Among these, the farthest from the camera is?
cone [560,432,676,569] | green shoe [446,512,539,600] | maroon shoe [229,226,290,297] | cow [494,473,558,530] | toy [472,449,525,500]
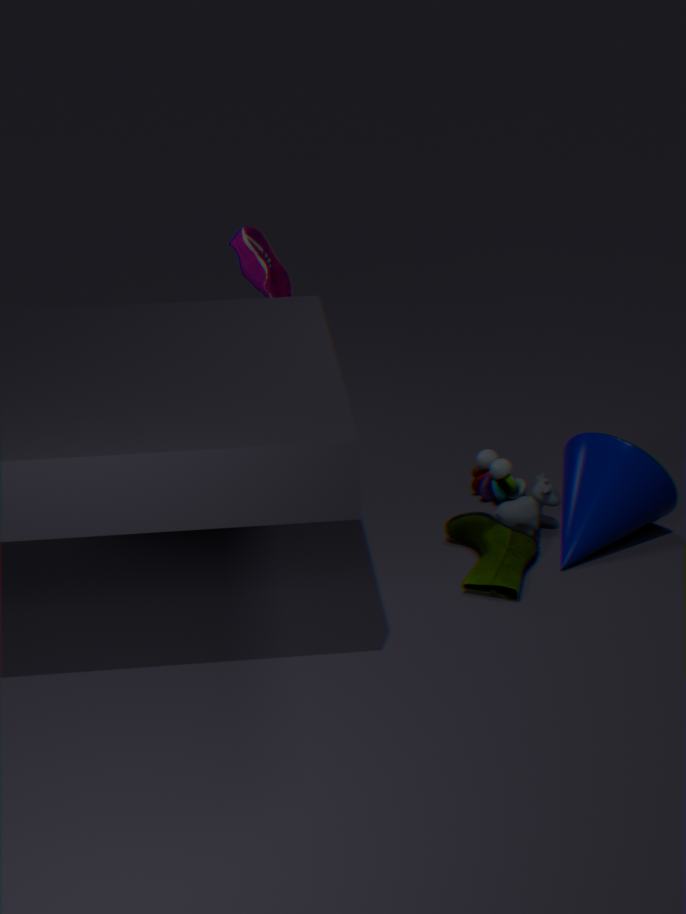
maroon shoe [229,226,290,297]
